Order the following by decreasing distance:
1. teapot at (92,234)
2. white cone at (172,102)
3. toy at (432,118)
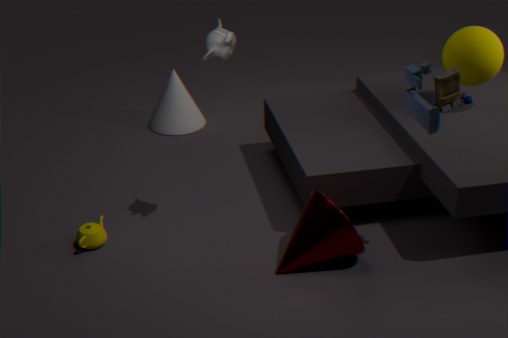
white cone at (172,102) → teapot at (92,234) → toy at (432,118)
